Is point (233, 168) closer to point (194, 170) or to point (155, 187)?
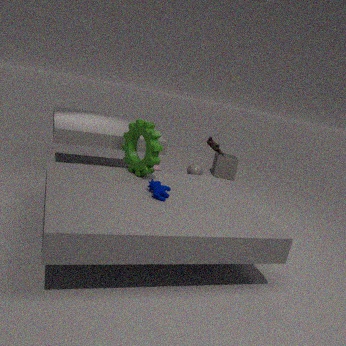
point (194, 170)
